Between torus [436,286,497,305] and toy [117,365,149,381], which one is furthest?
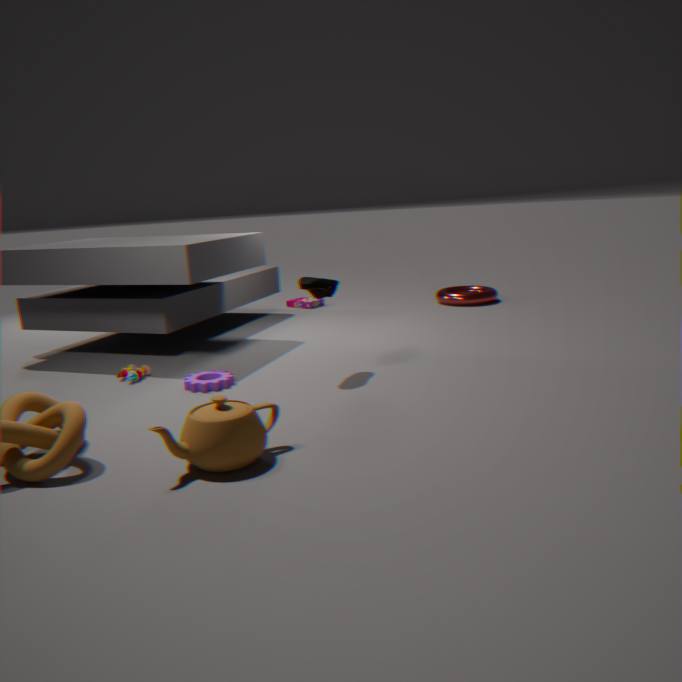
torus [436,286,497,305]
